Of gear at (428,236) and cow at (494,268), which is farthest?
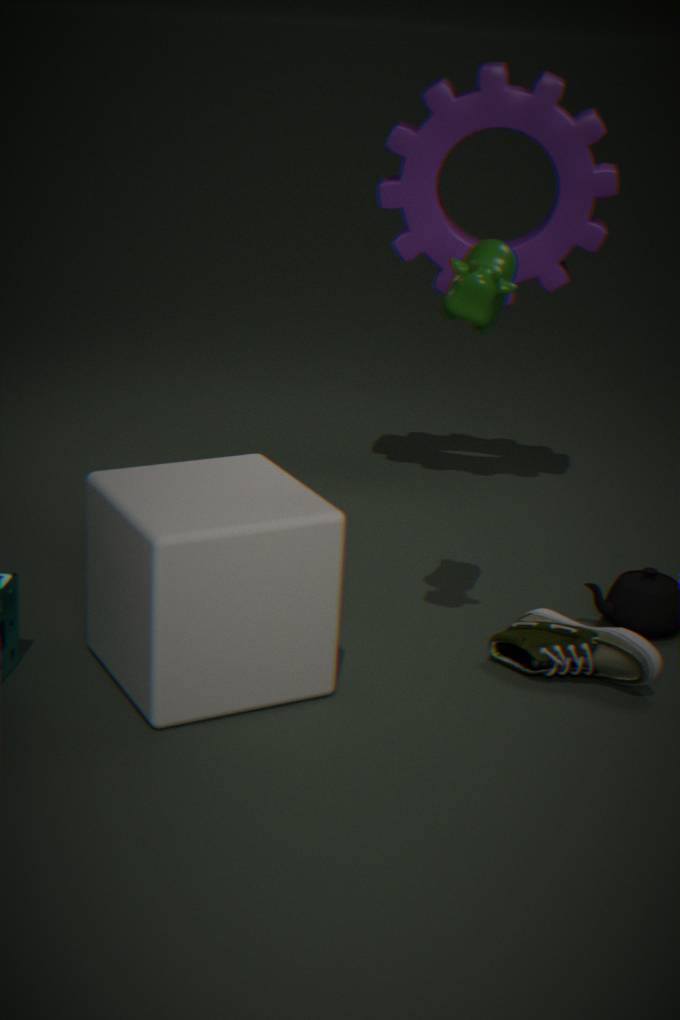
gear at (428,236)
